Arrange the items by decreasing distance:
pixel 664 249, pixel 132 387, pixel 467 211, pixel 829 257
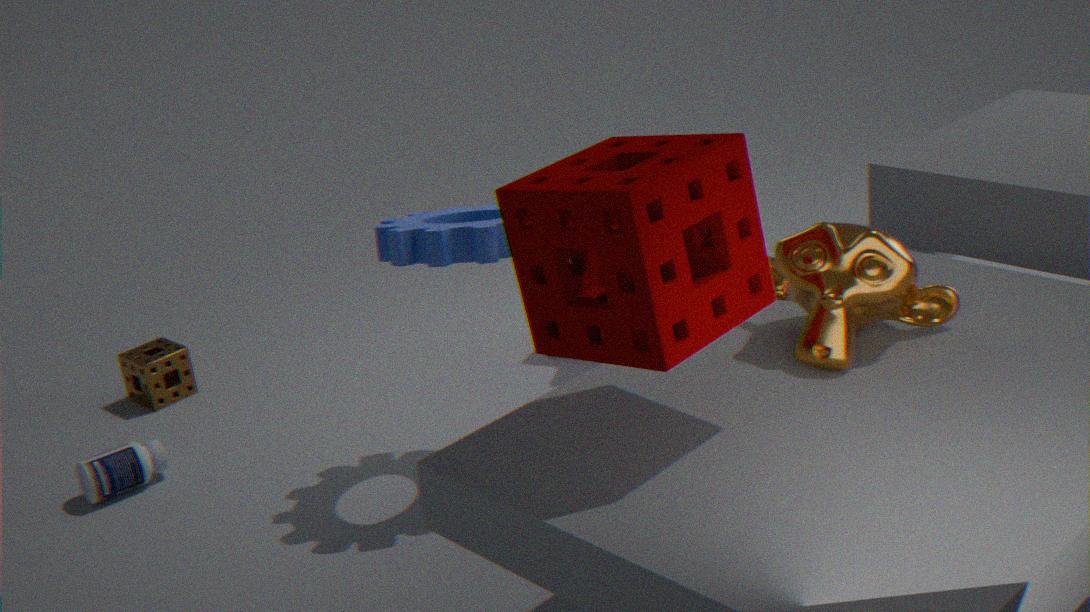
pixel 132 387
pixel 467 211
pixel 829 257
pixel 664 249
